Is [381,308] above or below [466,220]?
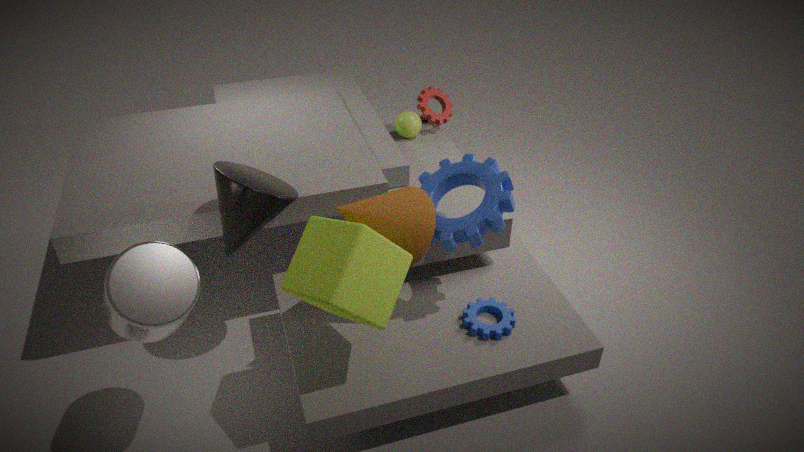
below
